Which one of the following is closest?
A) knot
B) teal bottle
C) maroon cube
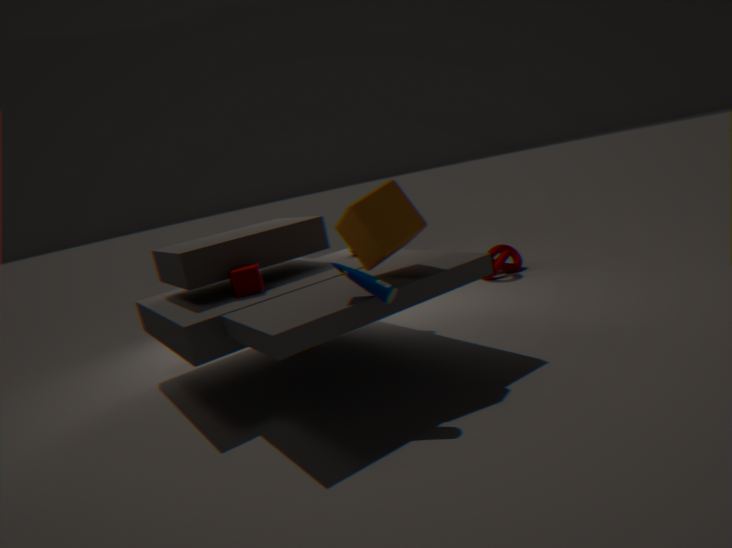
teal bottle
